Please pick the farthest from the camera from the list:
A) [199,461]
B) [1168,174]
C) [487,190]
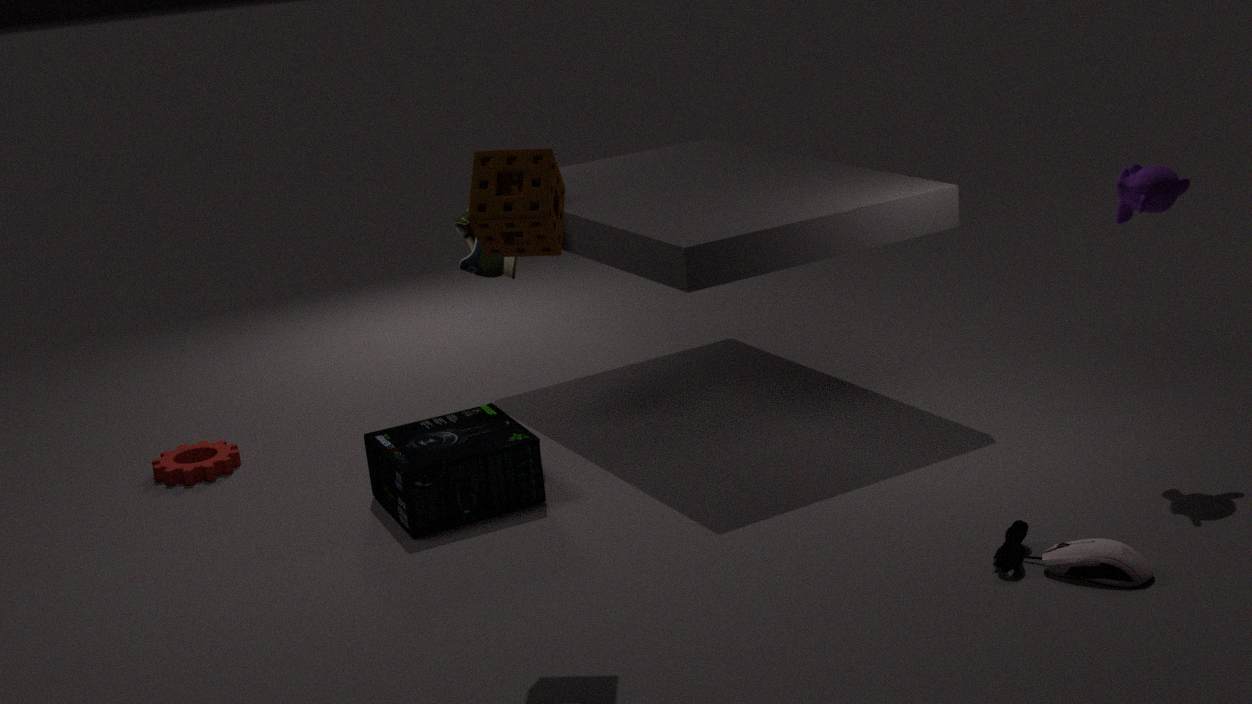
[199,461]
